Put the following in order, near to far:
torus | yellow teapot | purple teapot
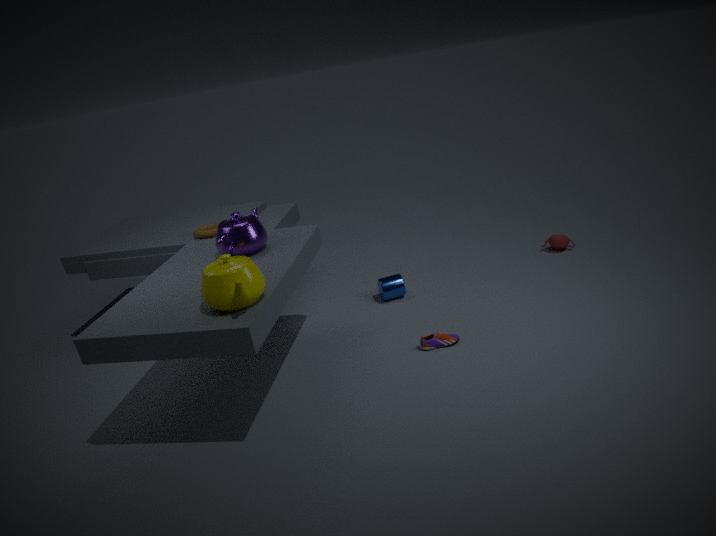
yellow teapot
purple teapot
torus
